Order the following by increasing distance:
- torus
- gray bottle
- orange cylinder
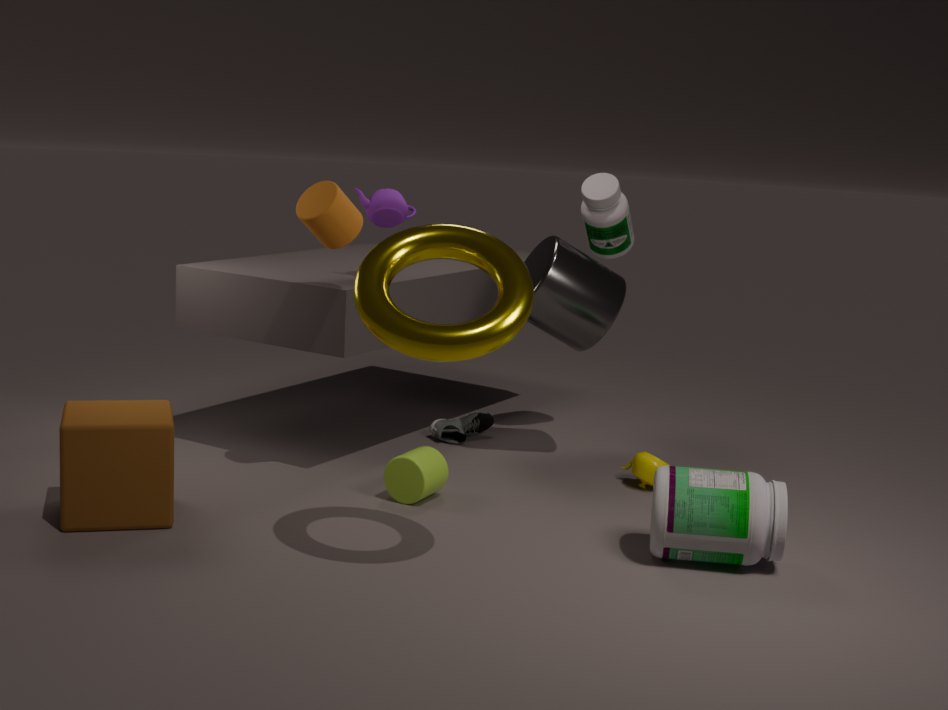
1. torus
2. orange cylinder
3. gray bottle
